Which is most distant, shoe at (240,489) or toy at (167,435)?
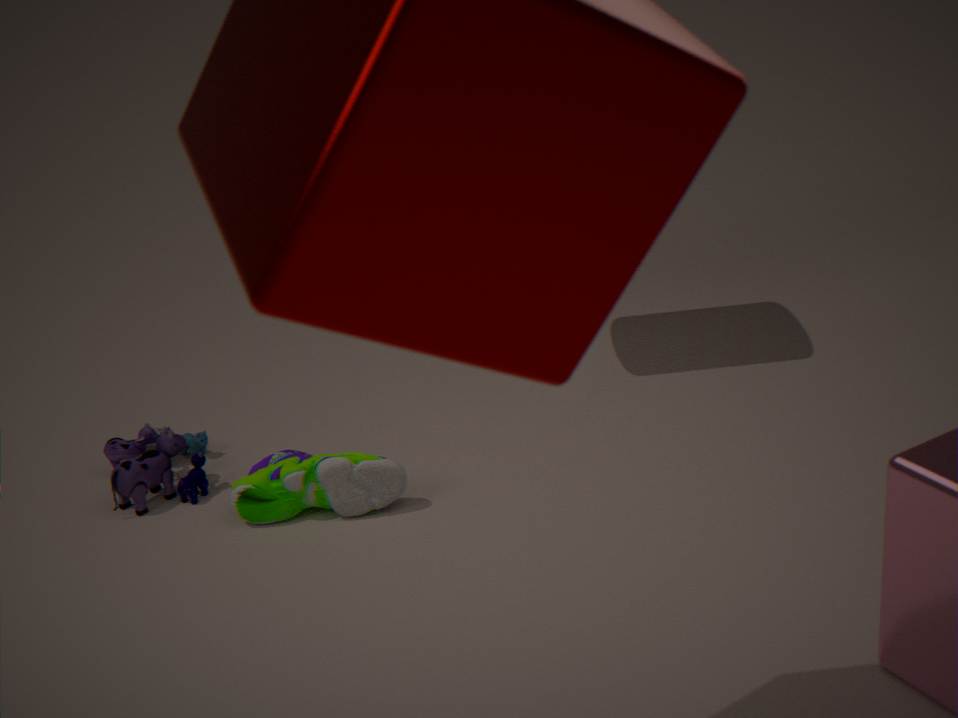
toy at (167,435)
